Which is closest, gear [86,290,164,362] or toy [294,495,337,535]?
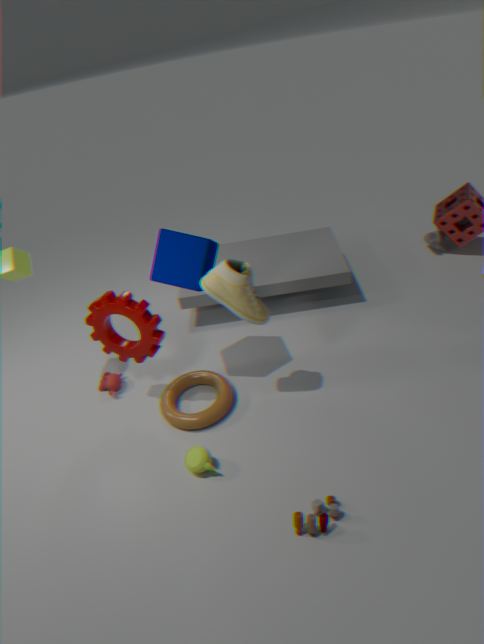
toy [294,495,337,535]
